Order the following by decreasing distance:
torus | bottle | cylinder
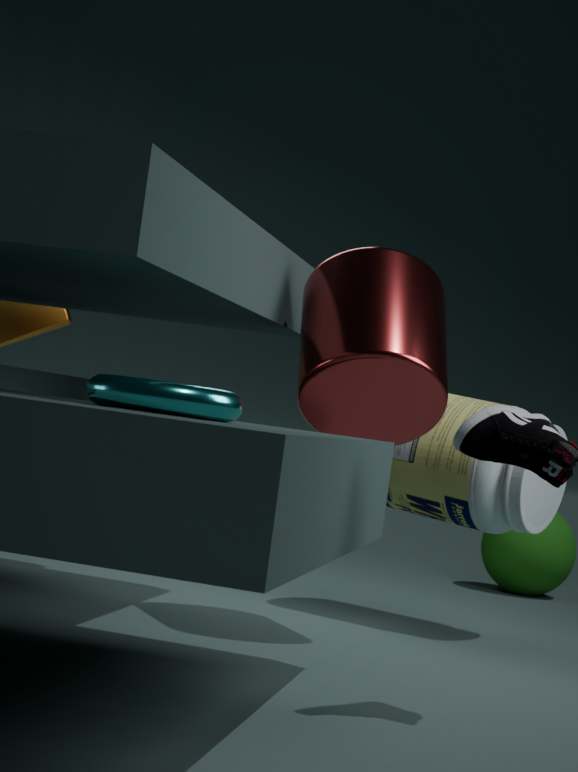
bottle, cylinder, torus
